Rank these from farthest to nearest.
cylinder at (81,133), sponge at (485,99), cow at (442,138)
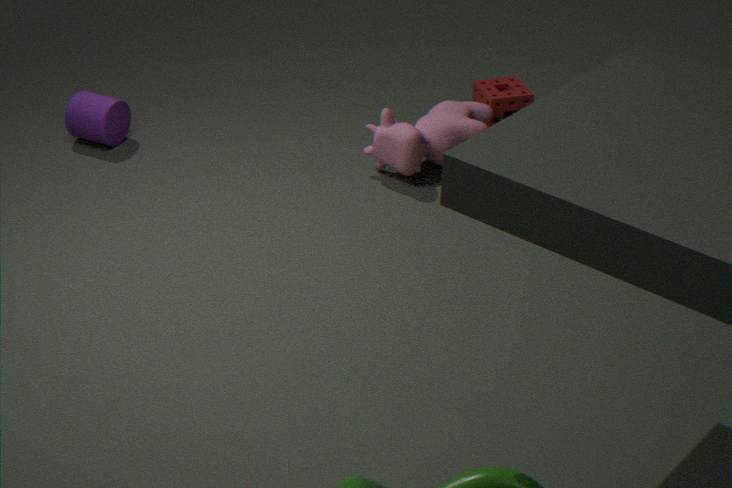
1. sponge at (485,99)
2. cylinder at (81,133)
3. cow at (442,138)
